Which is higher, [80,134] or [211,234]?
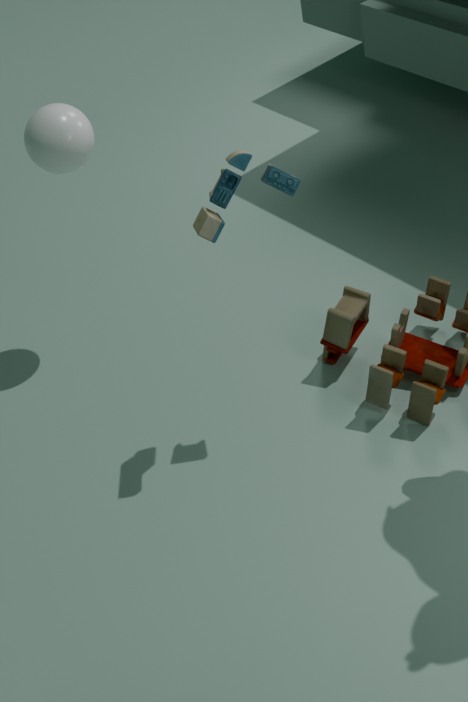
[211,234]
